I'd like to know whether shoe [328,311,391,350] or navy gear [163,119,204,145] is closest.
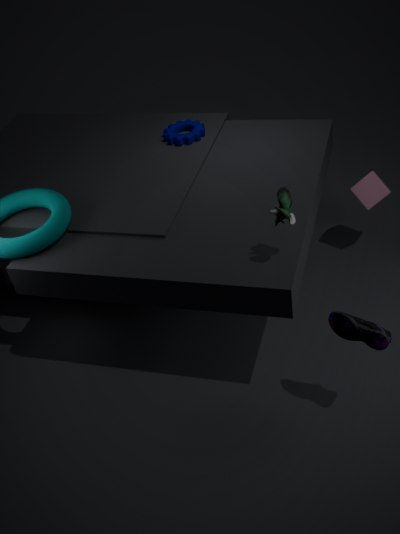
shoe [328,311,391,350]
